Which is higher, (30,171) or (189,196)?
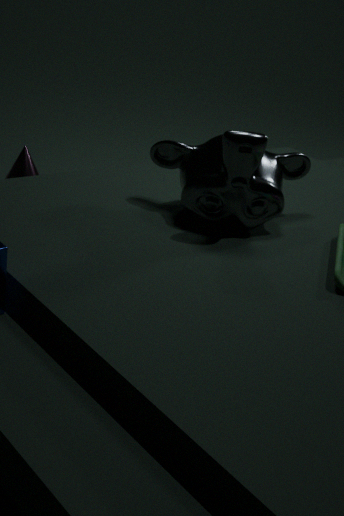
(189,196)
